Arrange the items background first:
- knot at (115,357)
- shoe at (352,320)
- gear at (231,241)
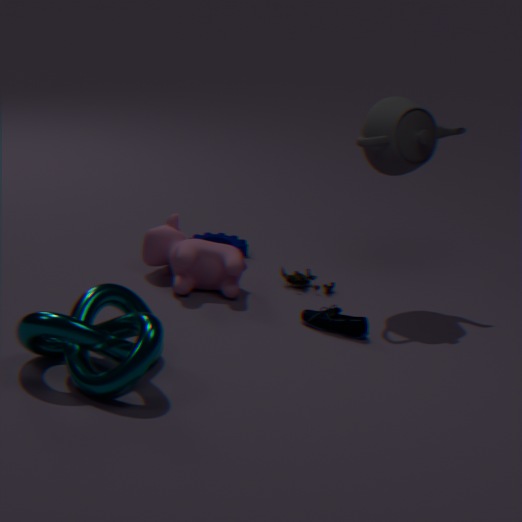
gear at (231,241)
shoe at (352,320)
knot at (115,357)
